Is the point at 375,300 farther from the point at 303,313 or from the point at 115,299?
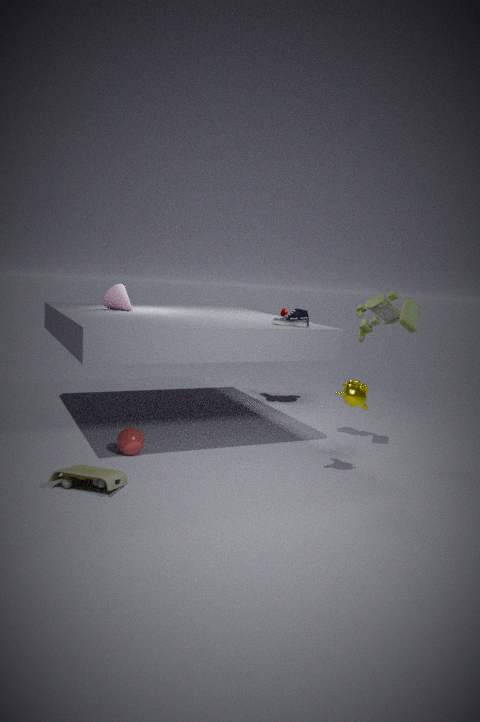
the point at 115,299
